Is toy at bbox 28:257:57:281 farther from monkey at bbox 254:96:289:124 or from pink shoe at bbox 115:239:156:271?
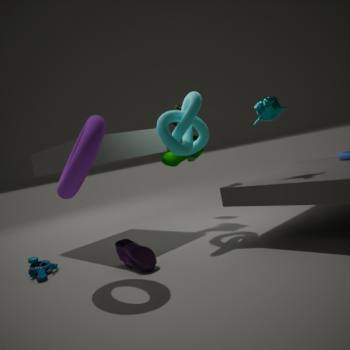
monkey at bbox 254:96:289:124
